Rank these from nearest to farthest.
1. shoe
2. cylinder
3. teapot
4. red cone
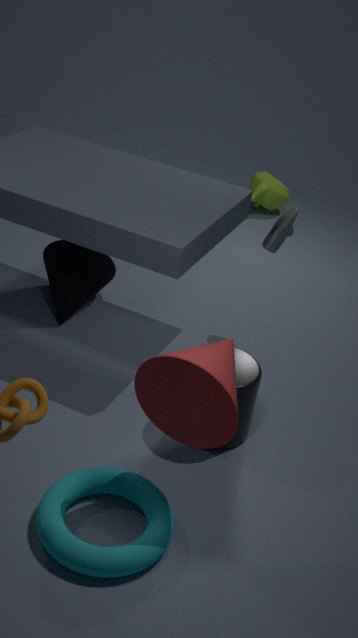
red cone → cylinder → shoe → teapot
